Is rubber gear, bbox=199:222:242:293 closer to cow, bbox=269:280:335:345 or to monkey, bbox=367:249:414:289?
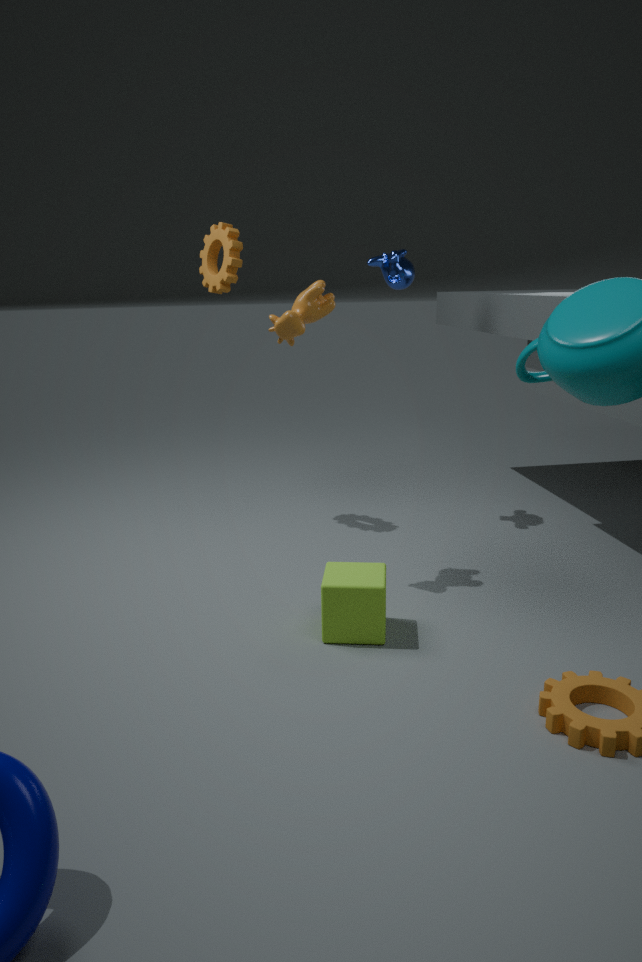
monkey, bbox=367:249:414:289
